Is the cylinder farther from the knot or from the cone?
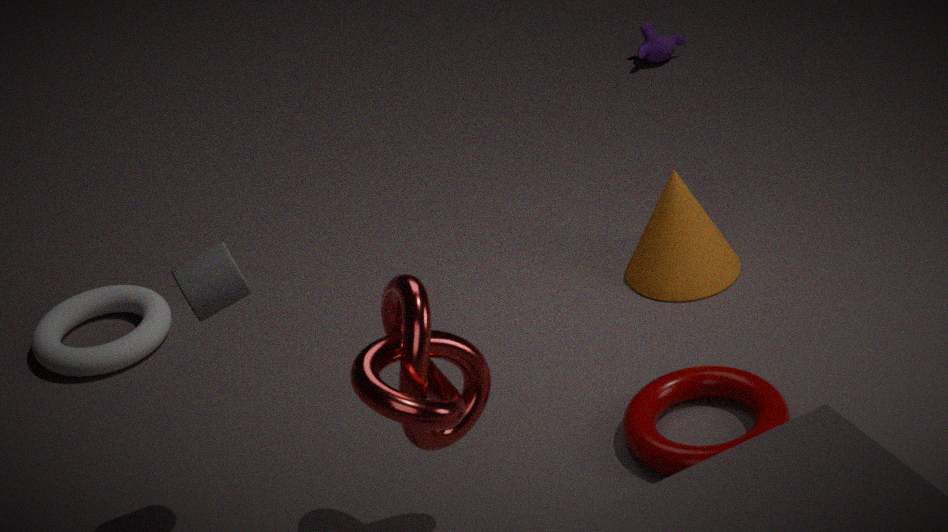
the cone
